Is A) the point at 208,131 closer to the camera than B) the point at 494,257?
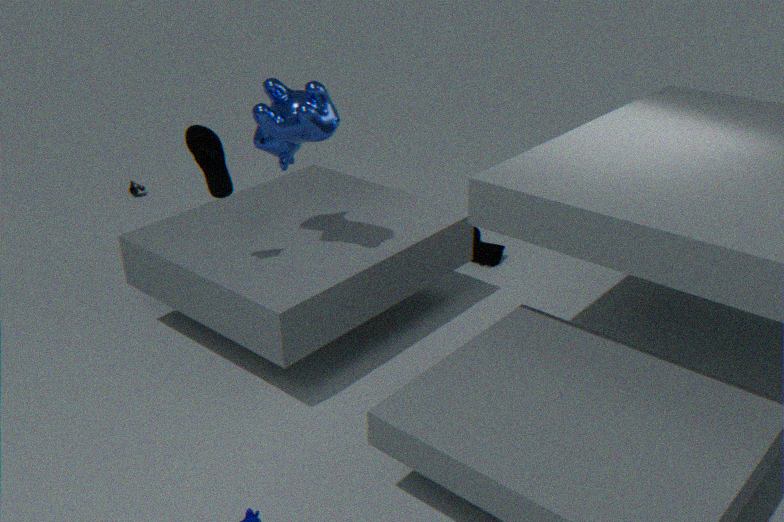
Yes
